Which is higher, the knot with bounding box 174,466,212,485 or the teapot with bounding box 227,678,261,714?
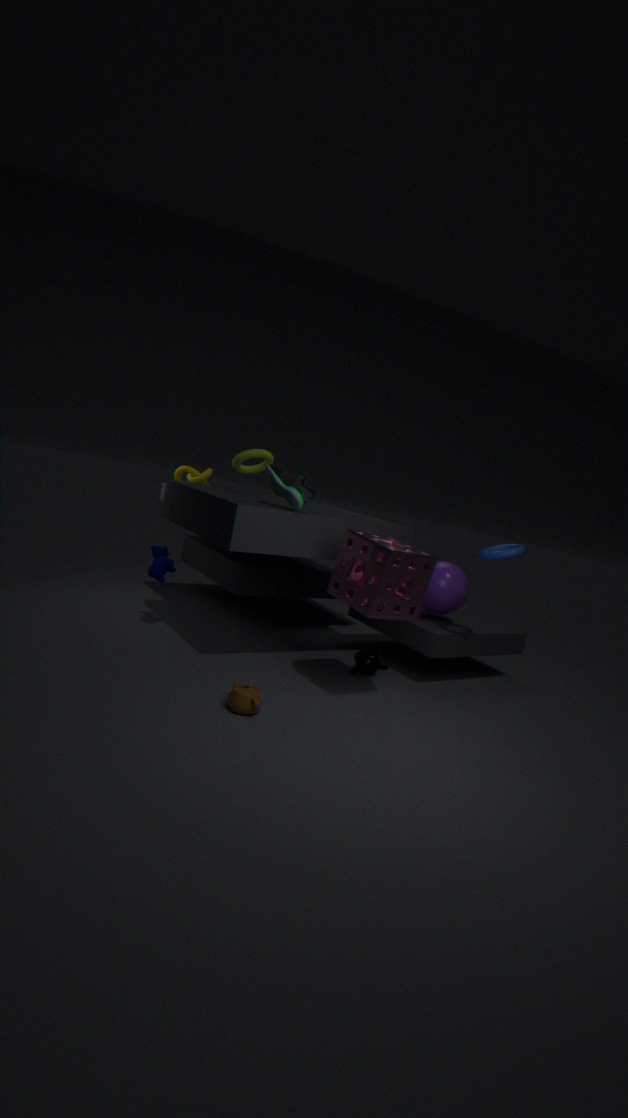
the knot with bounding box 174,466,212,485
